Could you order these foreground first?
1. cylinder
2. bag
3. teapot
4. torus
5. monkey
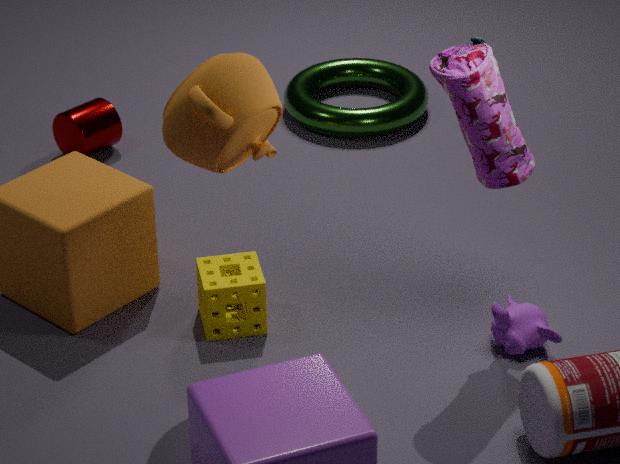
teapot < bag < monkey < cylinder < torus
